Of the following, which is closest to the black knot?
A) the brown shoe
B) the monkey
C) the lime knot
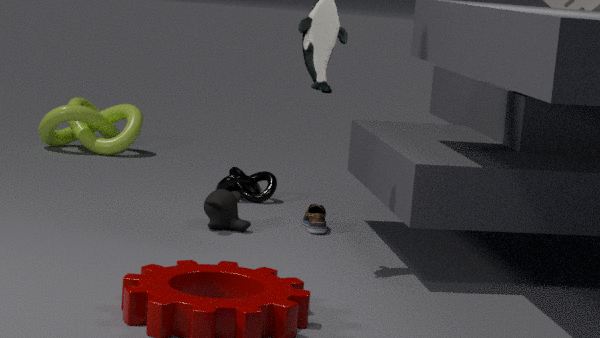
the brown shoe
